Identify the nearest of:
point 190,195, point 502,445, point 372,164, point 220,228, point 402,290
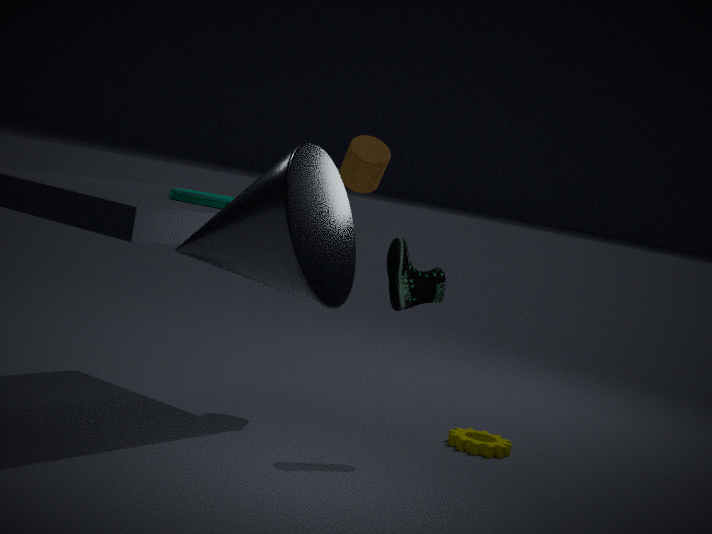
point 220,228
